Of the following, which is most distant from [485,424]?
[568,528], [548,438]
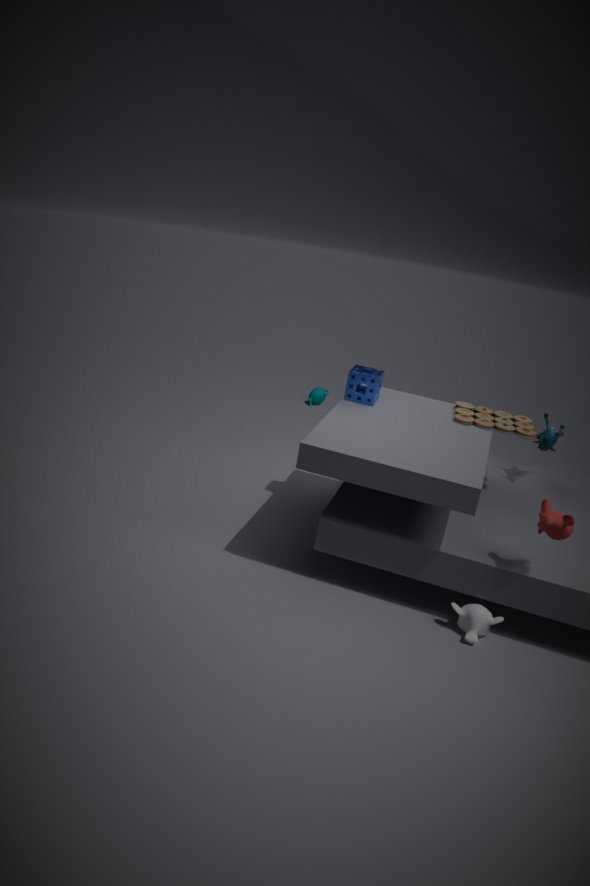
[568,528]
